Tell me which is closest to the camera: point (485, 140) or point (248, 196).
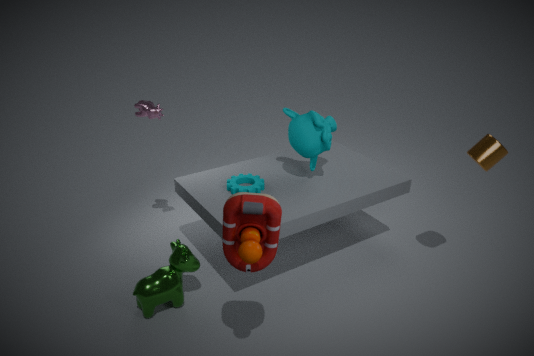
point (248, 196)
